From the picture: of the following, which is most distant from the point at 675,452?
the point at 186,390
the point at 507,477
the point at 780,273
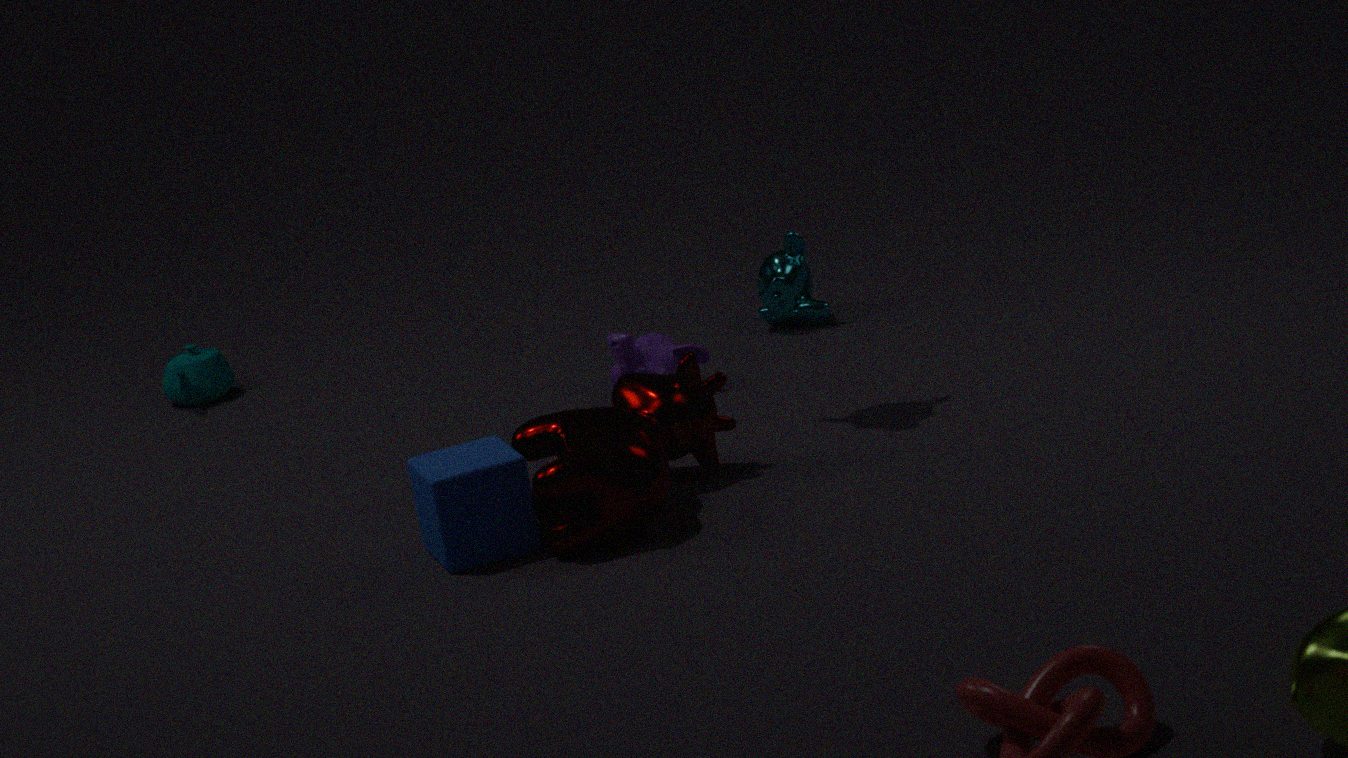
the point at 186,390
